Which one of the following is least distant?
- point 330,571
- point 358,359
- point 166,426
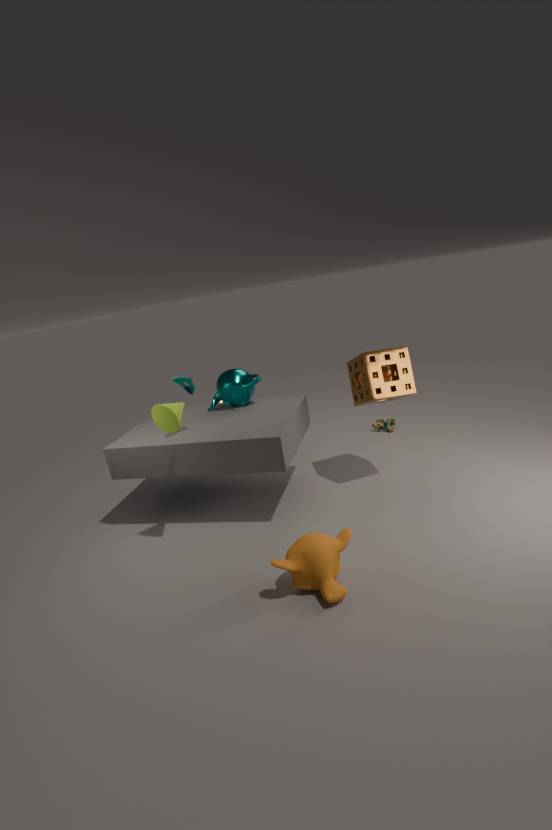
point 330,571
